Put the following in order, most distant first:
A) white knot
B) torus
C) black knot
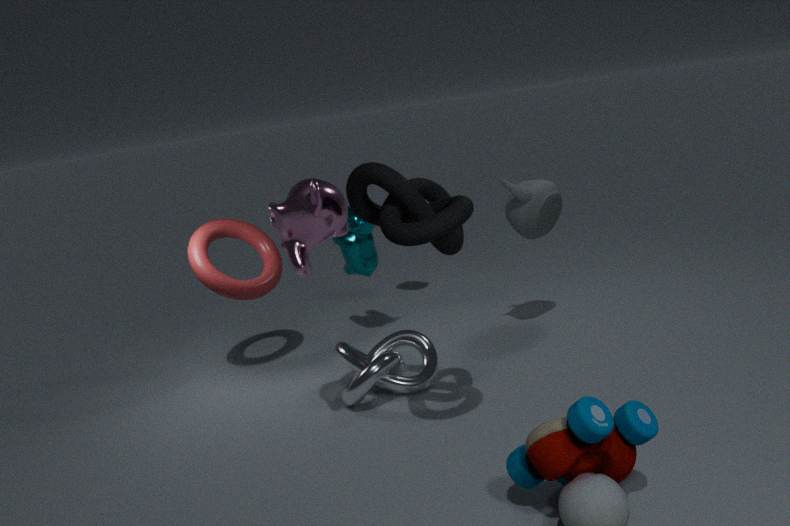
torus → white knot → black knot
